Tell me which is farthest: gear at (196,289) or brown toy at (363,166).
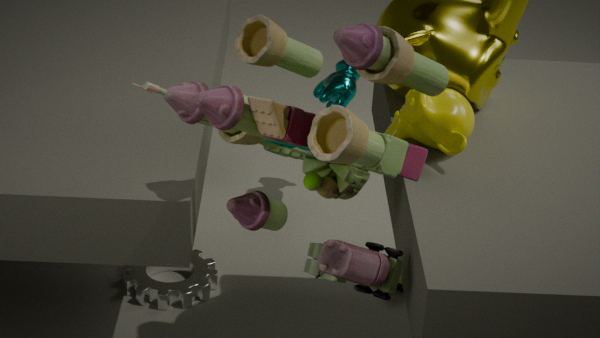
gear at (196,289)
